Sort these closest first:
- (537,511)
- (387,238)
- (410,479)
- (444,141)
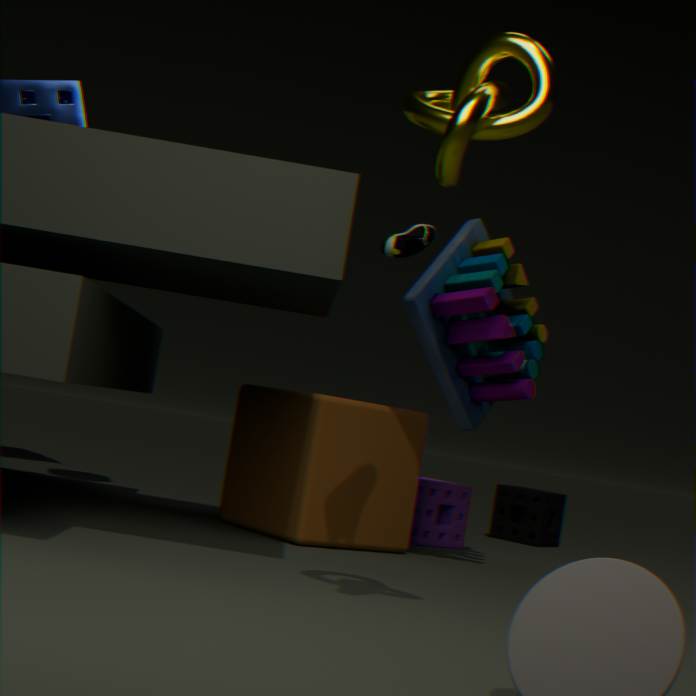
(444,141) < (387,238) < (410,479) < (537,511)
